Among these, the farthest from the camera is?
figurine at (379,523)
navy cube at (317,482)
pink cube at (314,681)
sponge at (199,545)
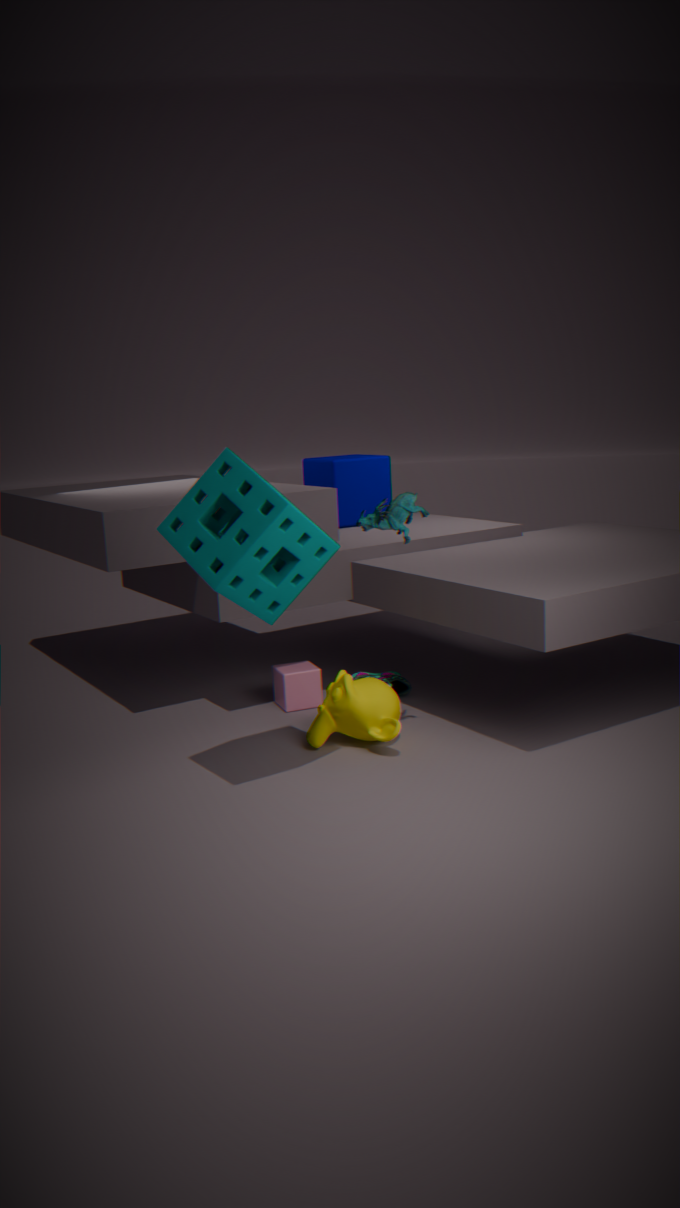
navy cube at (317,482)
